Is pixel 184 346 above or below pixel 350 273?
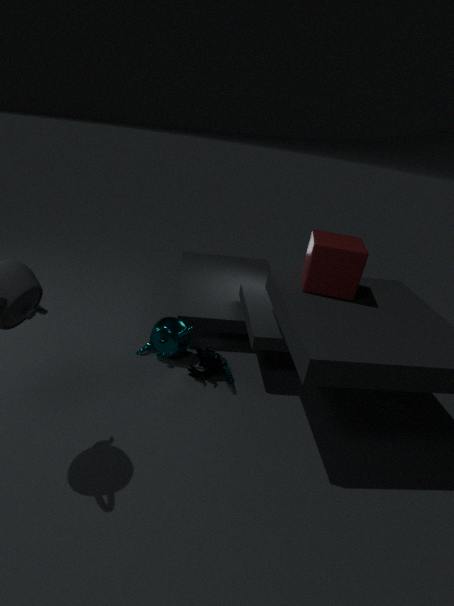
below
